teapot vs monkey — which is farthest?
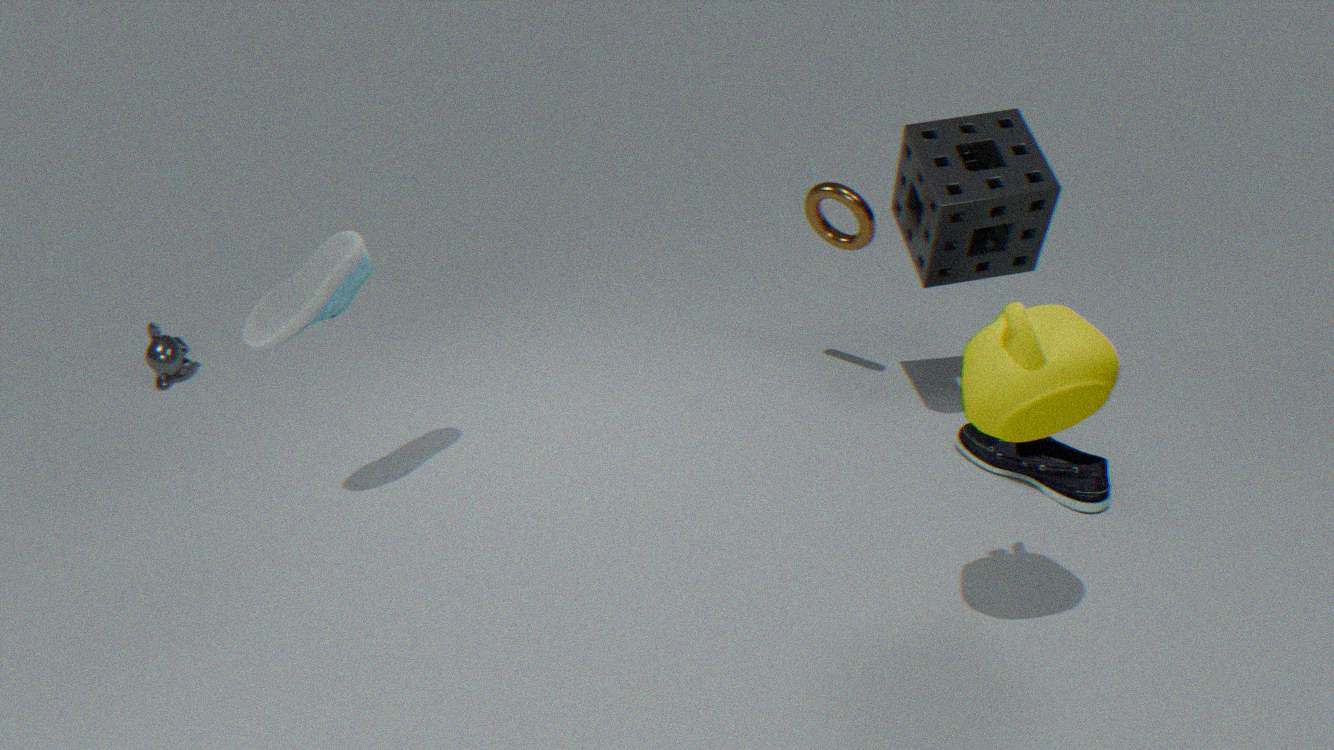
monkey
